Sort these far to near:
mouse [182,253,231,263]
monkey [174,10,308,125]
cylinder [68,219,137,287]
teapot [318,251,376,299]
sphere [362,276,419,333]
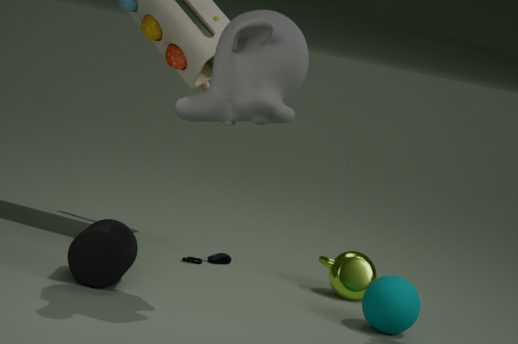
mouse [182,253,231,263] < teapot [318,251,376,299] < sphere [362,276,419,333] < cylinder [68,219,137,287] < monkey [174,10,308,125]
